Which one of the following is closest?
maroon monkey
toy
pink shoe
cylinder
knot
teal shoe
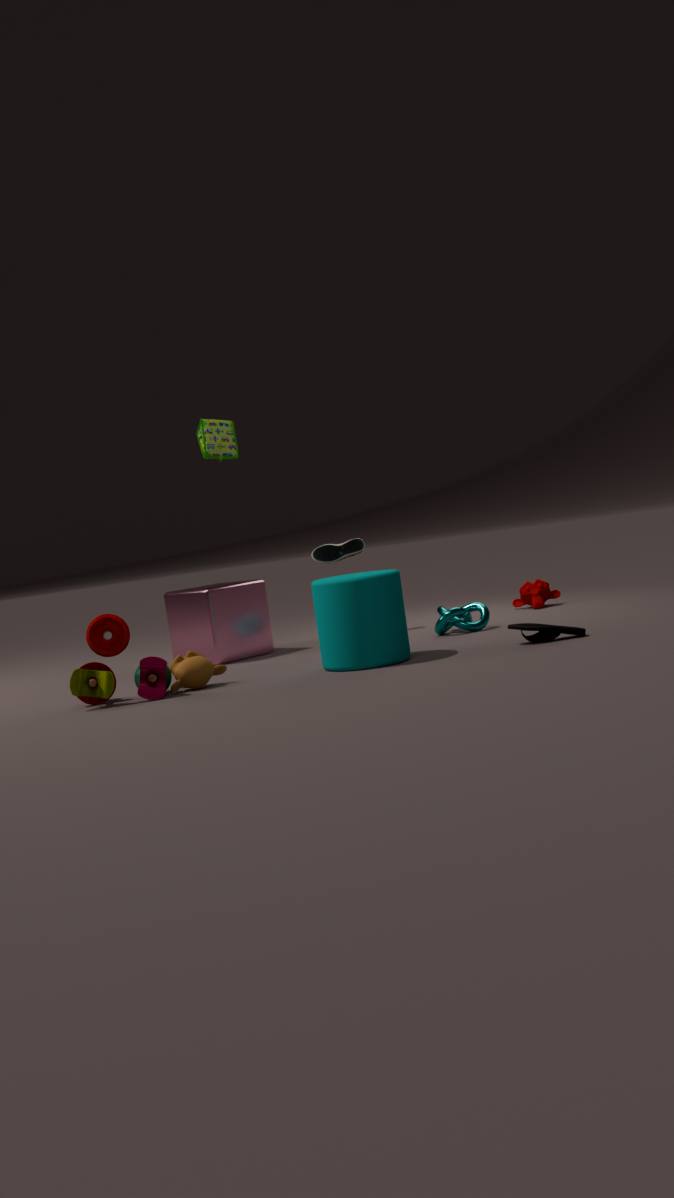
toy
